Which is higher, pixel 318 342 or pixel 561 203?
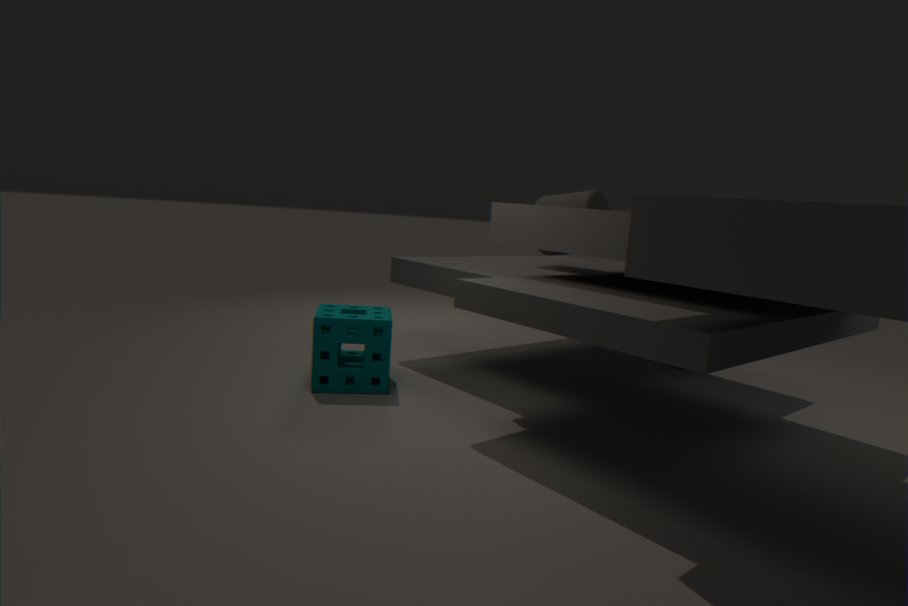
pixel 561 203
